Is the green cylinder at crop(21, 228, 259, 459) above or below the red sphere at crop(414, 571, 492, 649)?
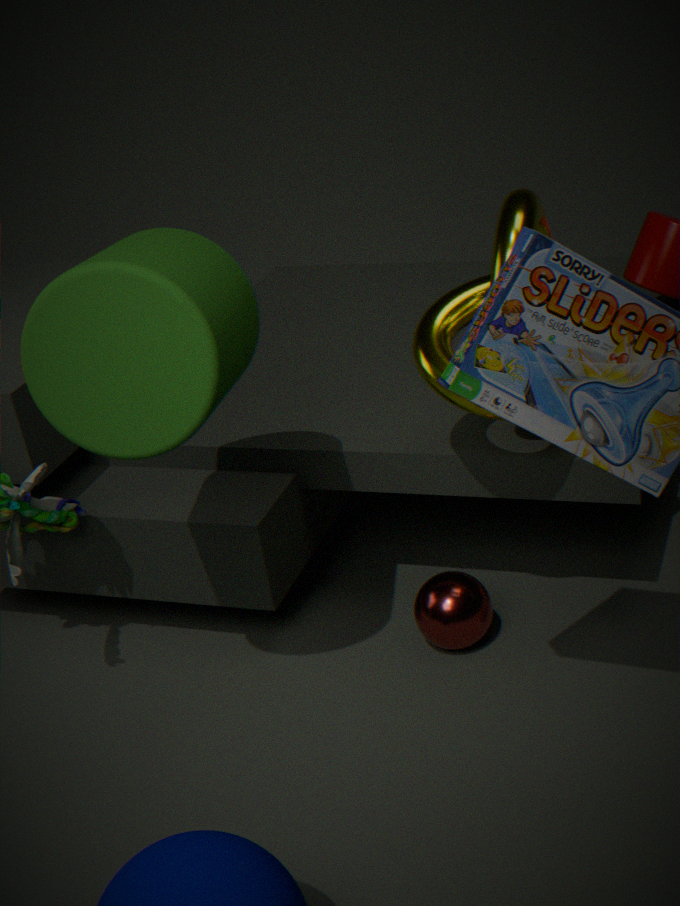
above
